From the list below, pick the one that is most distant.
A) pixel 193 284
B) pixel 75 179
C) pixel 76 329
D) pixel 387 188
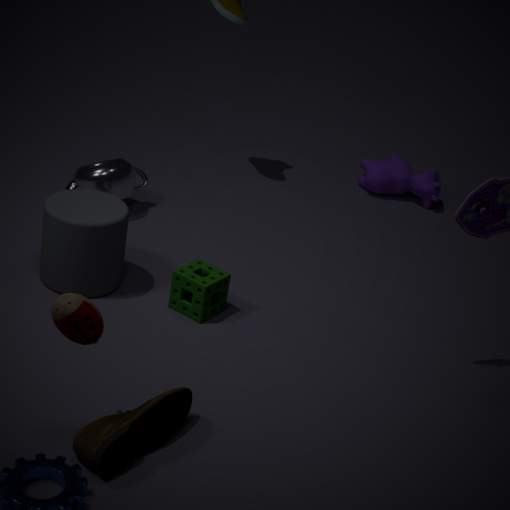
pixel 387 188
